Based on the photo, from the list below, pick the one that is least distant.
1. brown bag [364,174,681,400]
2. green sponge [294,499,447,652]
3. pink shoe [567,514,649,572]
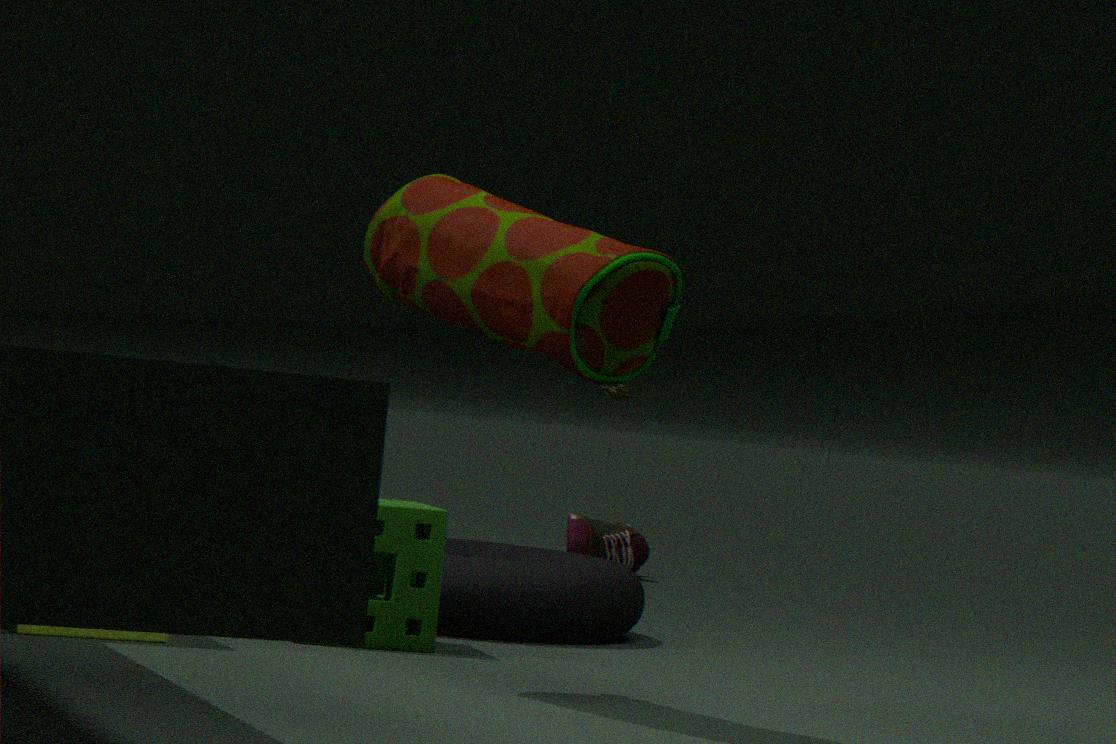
brown bag [364,174,681,400]
